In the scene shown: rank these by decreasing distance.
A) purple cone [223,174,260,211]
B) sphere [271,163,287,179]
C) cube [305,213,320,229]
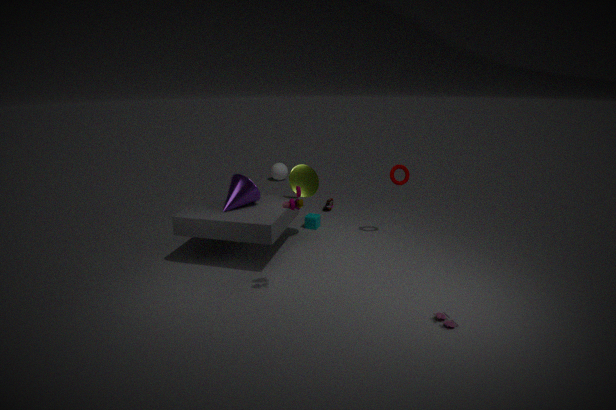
sphere [271,163,287,179] < cube [305,213,320,229] < purple cone [223,174,260,211]
